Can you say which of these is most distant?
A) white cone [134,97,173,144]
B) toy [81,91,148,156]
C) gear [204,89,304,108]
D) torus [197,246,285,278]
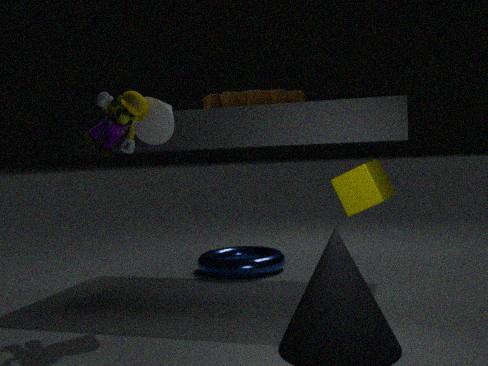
torus [197,246,285,278]
